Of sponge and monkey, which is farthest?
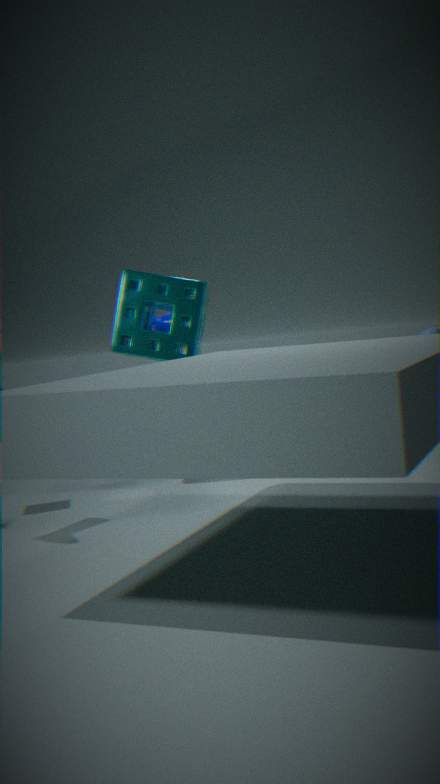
monkey
